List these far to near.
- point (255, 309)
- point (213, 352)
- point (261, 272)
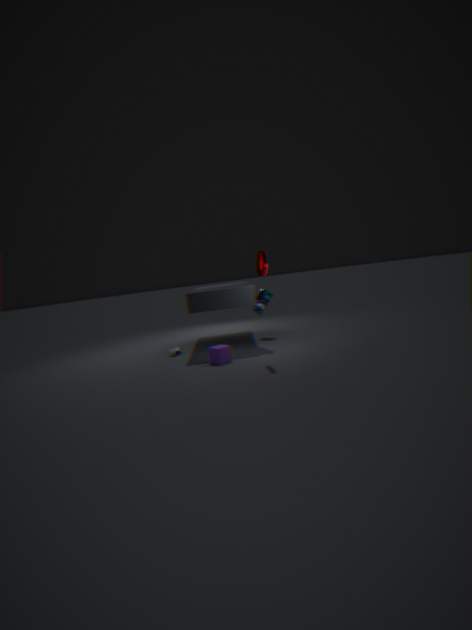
1. point (255, 309)
2. point (213, 352)
3. point (261, 272)
